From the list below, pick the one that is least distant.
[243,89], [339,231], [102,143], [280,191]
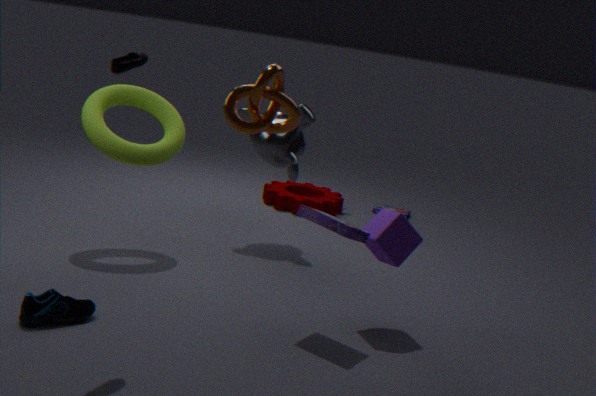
[243,89]
